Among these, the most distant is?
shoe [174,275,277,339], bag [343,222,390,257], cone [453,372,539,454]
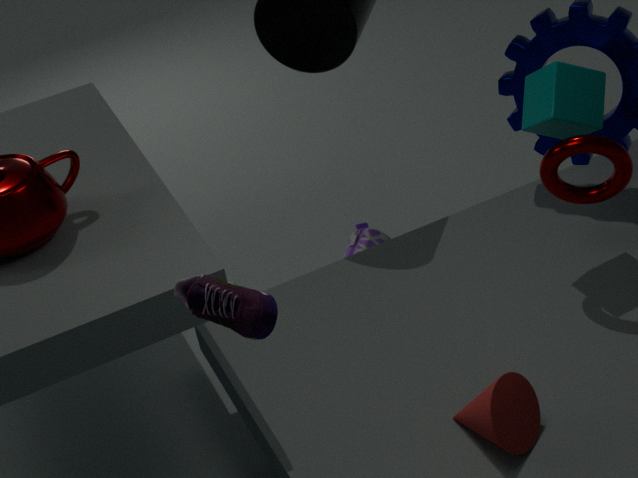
bag [343,222,390,257]
